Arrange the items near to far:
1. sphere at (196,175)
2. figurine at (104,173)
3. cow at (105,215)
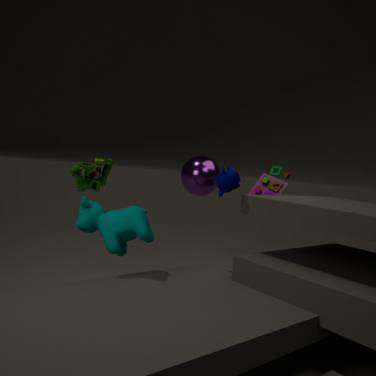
cow at (105,215) < figurine at (104,173) < sphere at (196,175)
